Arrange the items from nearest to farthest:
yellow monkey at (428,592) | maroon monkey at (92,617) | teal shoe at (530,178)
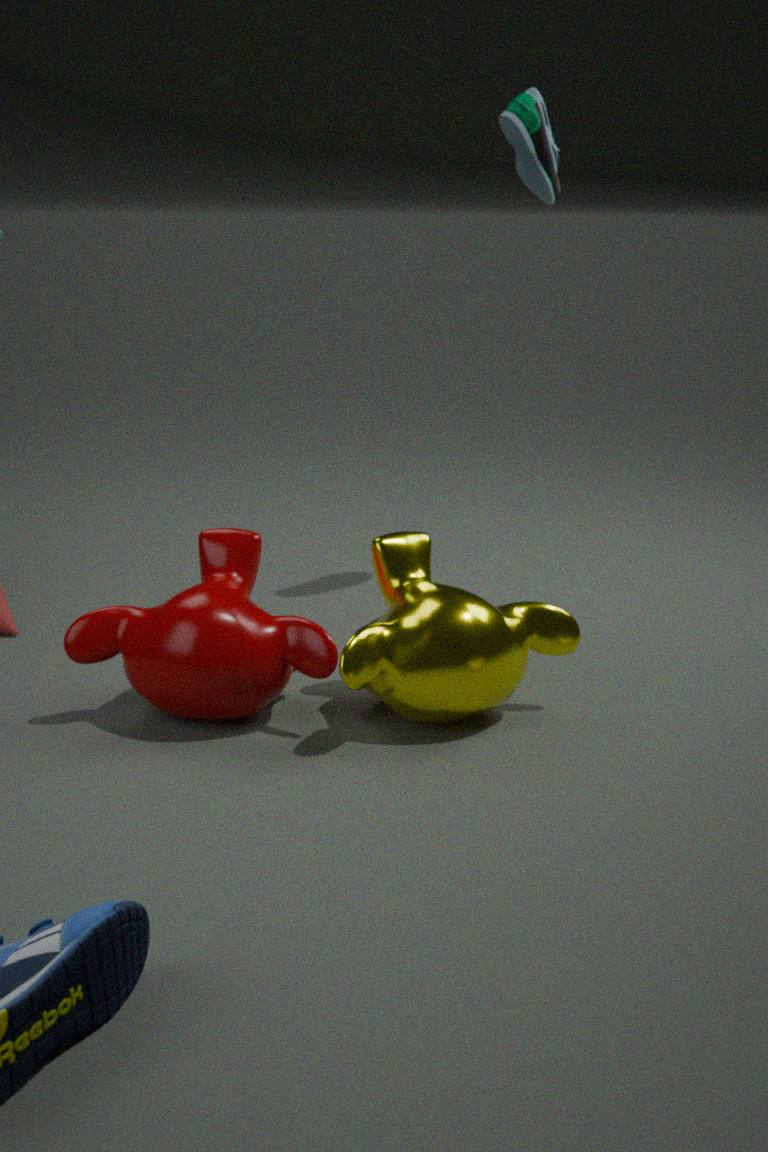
yellow monkey at (428,592)
maroon monkey at (92,617)
teal shoe at (530,178)
